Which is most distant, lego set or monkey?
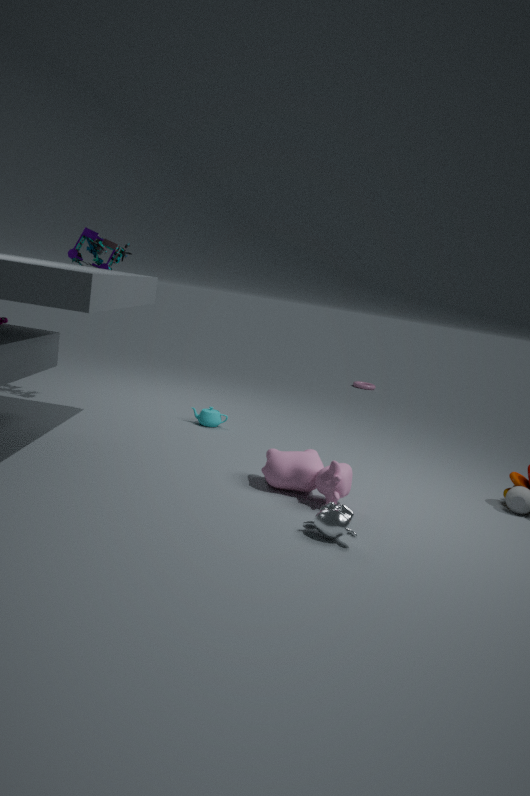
lego set
